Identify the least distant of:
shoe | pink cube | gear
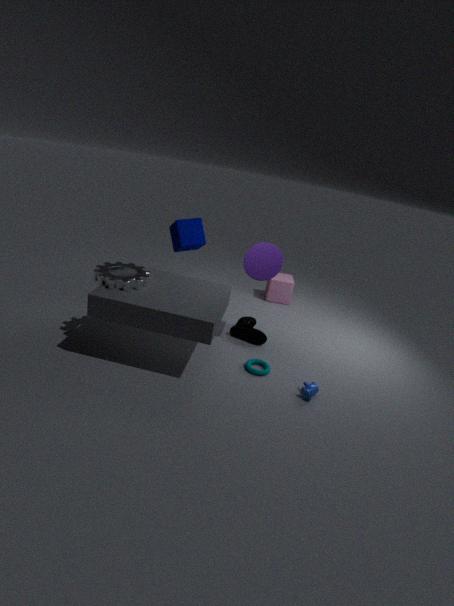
gear
